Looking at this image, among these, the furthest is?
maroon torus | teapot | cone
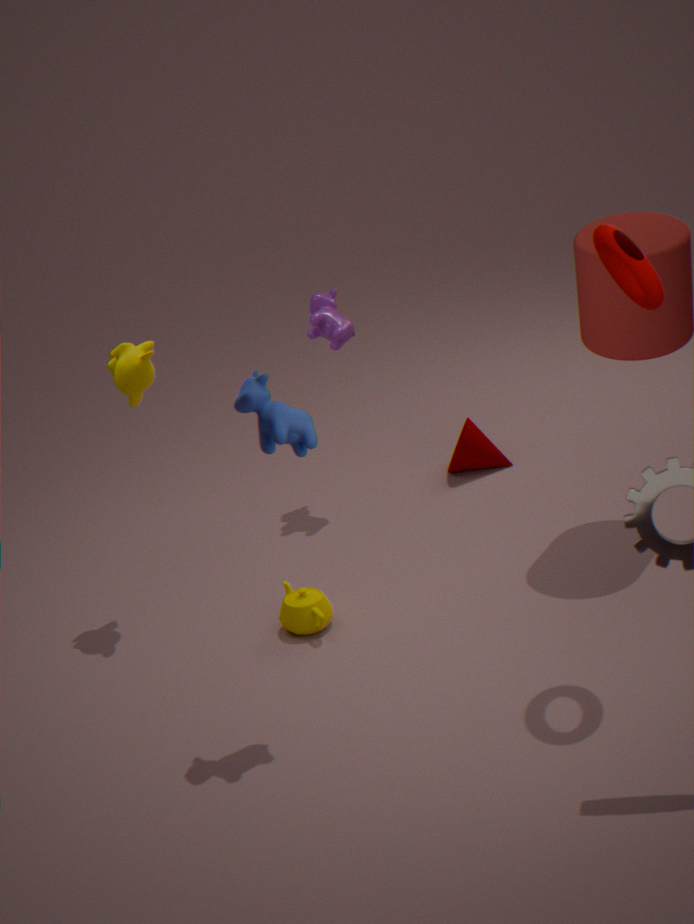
cone
